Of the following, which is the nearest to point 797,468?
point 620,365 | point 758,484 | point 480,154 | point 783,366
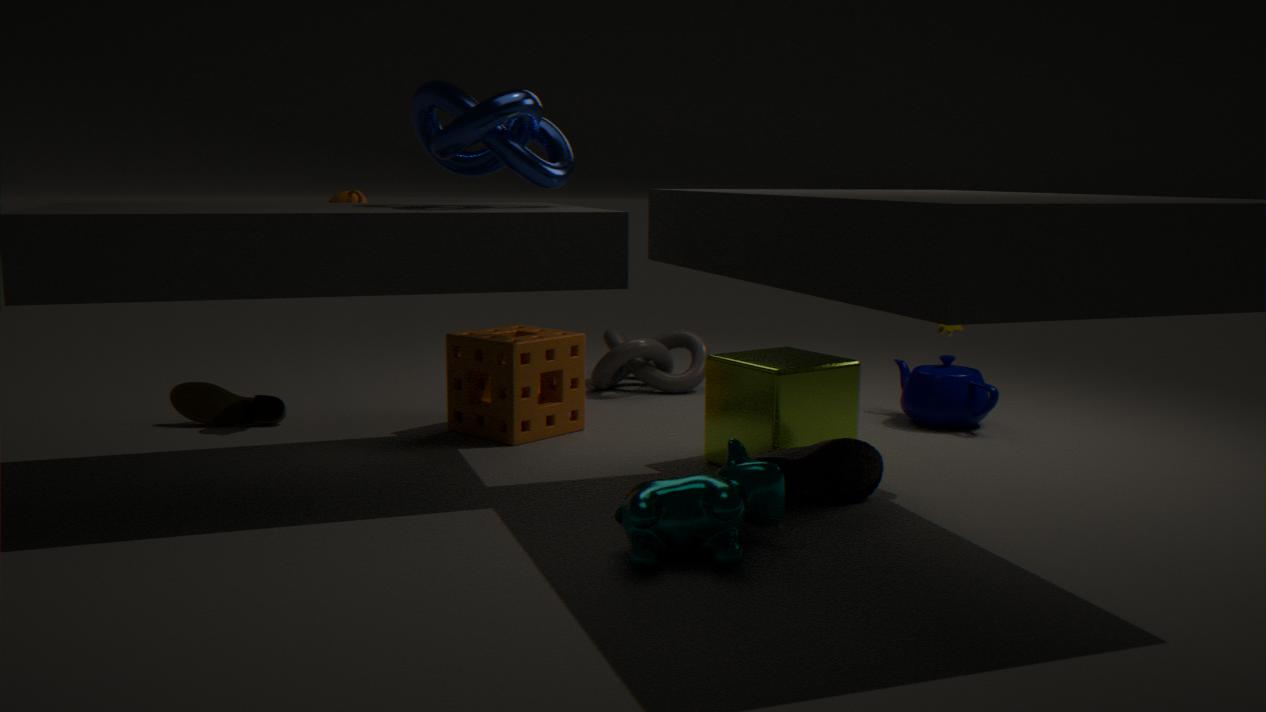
point 783,366
